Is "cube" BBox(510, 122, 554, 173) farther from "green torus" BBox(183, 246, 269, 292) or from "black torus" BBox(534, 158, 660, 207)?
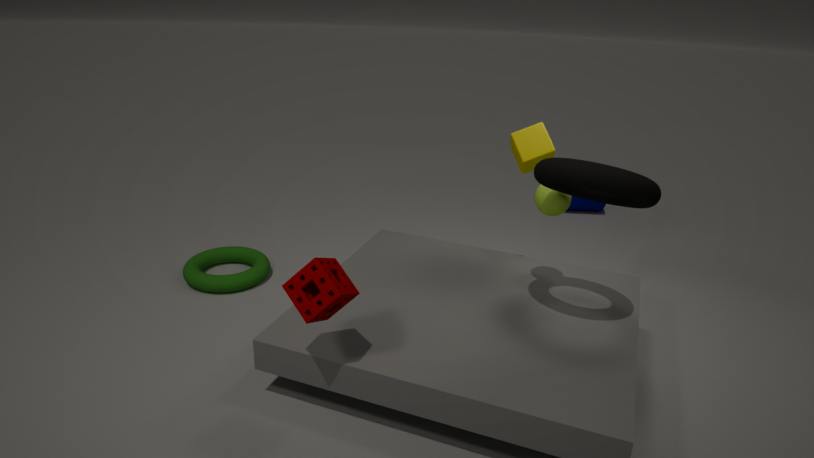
"green torus" BBox(183, 246, 269, 292)
